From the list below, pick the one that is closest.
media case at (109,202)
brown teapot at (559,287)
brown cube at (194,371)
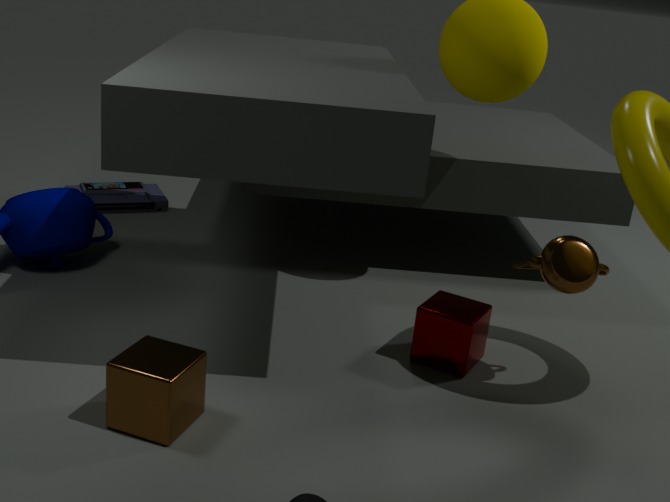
brown cube at (194,371)
